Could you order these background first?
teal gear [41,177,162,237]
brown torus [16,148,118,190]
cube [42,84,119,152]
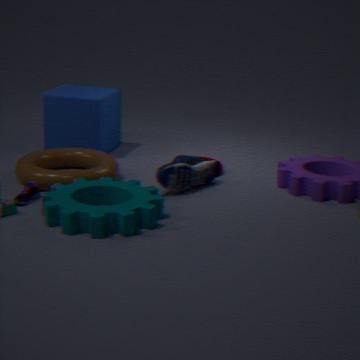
cube [42,84,119,152], brown torus [16,148,118,190], teal gear [41,177,162,237]
